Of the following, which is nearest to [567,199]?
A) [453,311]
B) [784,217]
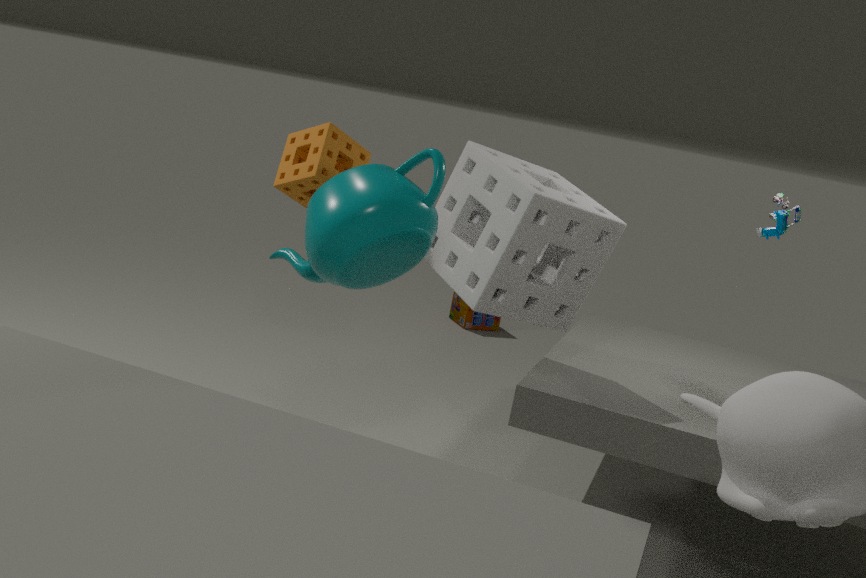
[784,217]
